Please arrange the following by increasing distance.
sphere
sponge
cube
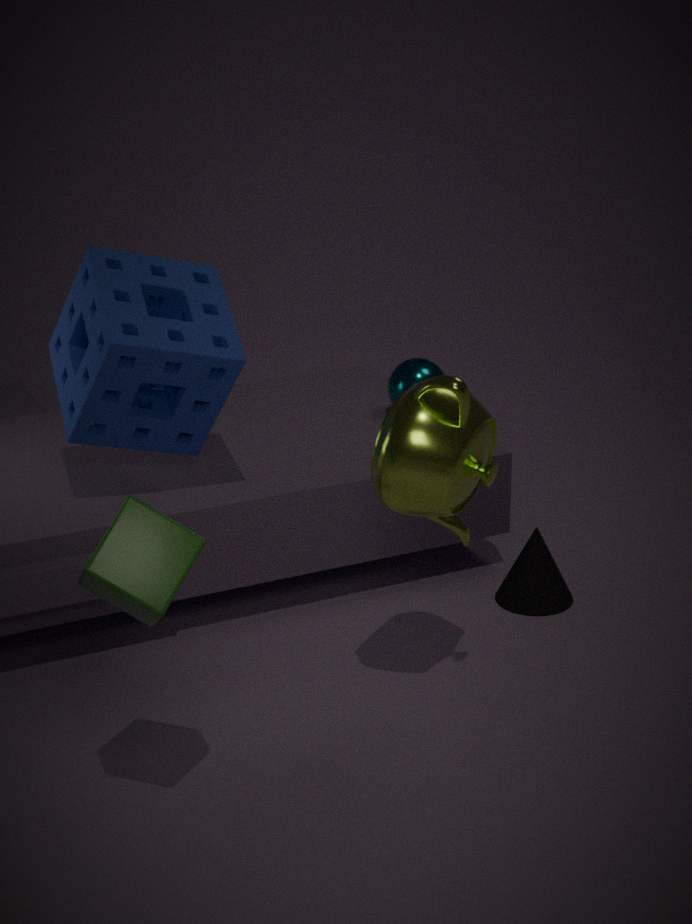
1. cube
2. sponge
3. sphere
